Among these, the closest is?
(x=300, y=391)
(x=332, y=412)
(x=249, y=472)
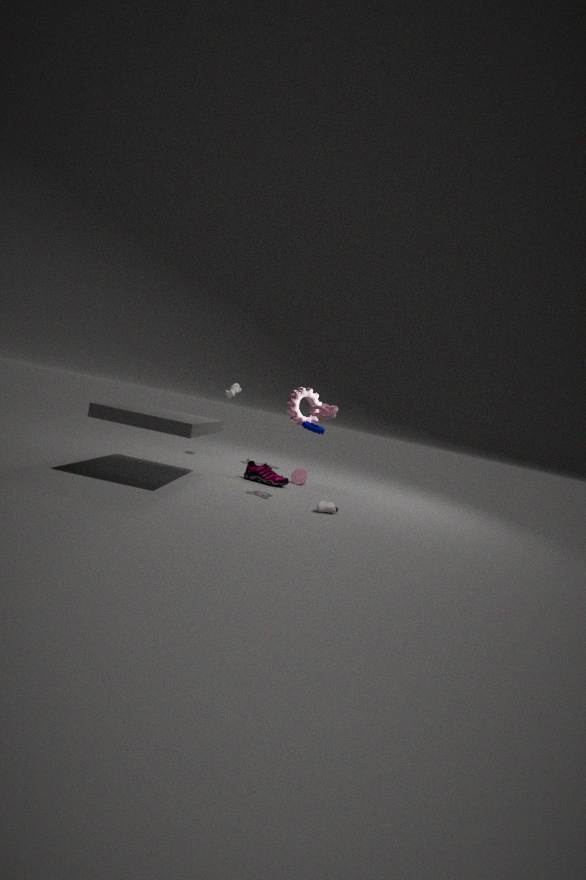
(x=332, y=412)
